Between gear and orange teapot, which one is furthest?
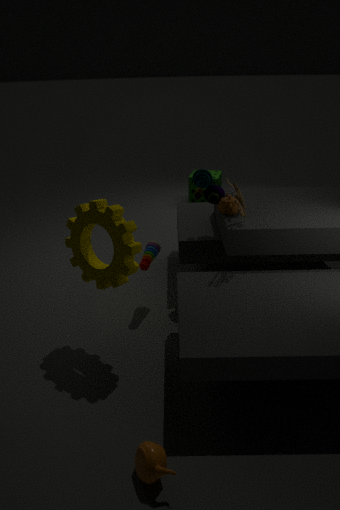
gear
